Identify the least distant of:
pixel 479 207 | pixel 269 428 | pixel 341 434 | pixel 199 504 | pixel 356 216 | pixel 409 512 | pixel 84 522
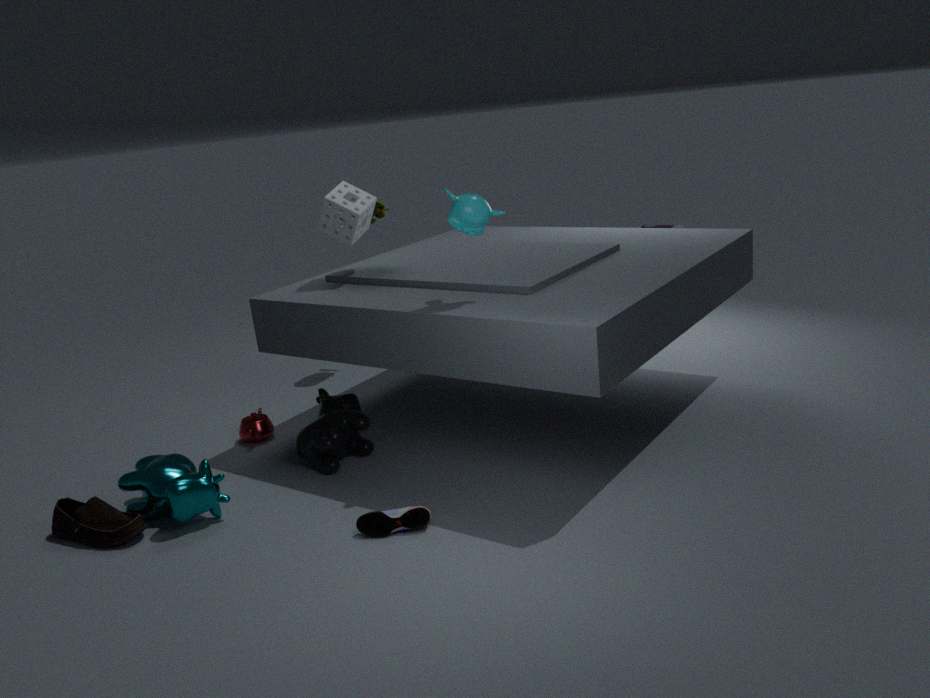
pixel 409 512
